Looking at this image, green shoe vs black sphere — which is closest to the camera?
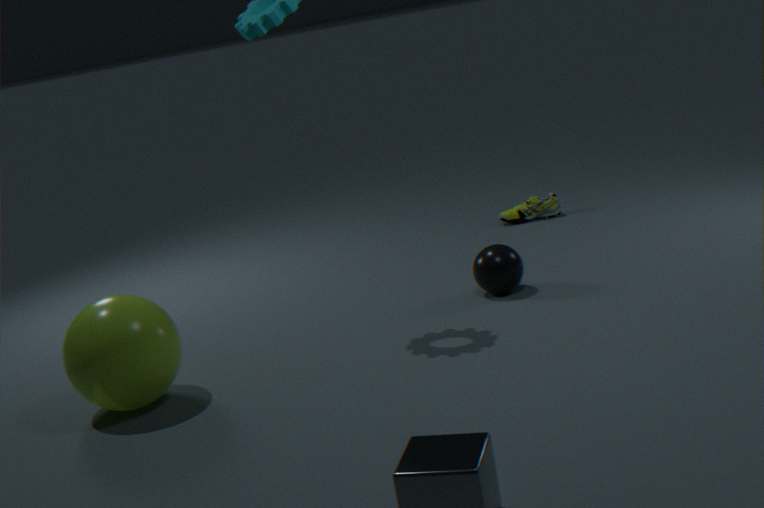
black sphere
